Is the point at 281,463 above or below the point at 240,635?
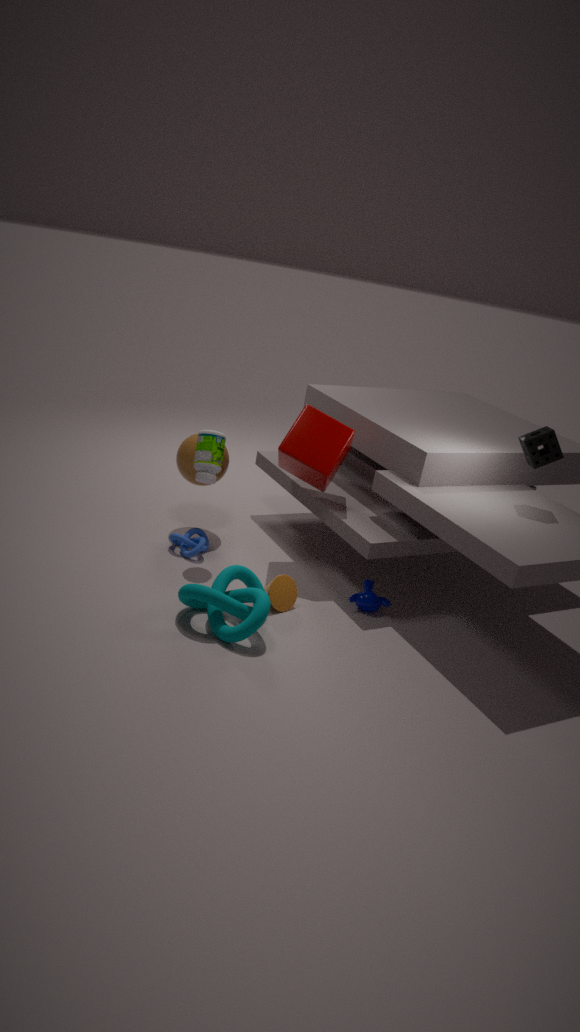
above
